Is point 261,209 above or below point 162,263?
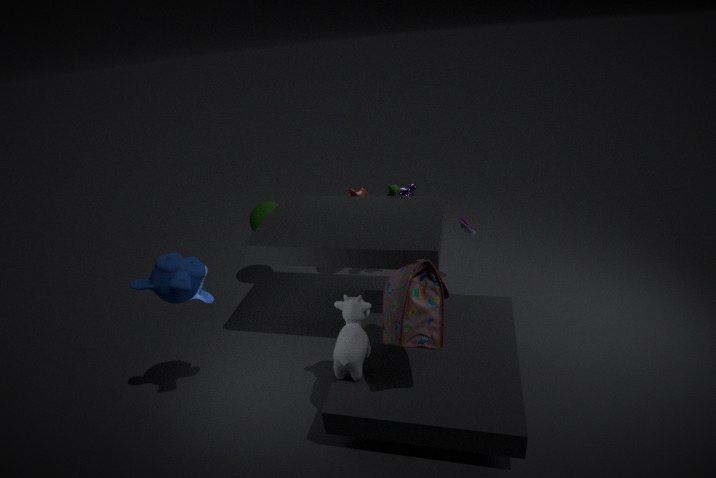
below
